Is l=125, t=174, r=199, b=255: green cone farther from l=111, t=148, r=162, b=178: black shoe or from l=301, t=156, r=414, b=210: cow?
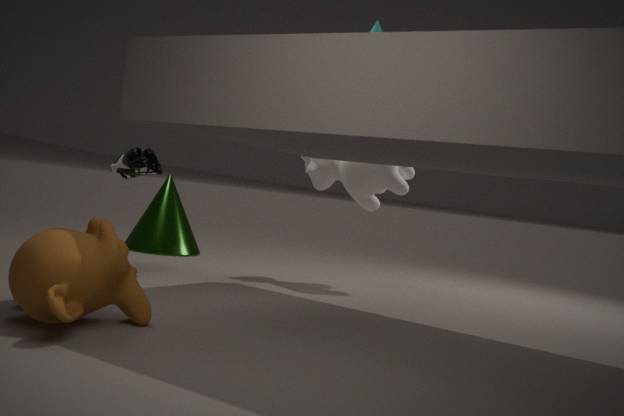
l=301, t=156, r=414, b=210: cow
